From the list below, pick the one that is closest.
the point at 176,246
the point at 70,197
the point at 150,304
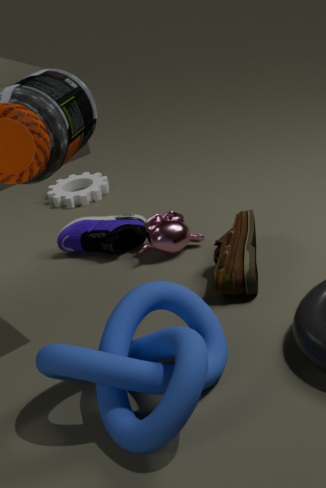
the point at 150,304
